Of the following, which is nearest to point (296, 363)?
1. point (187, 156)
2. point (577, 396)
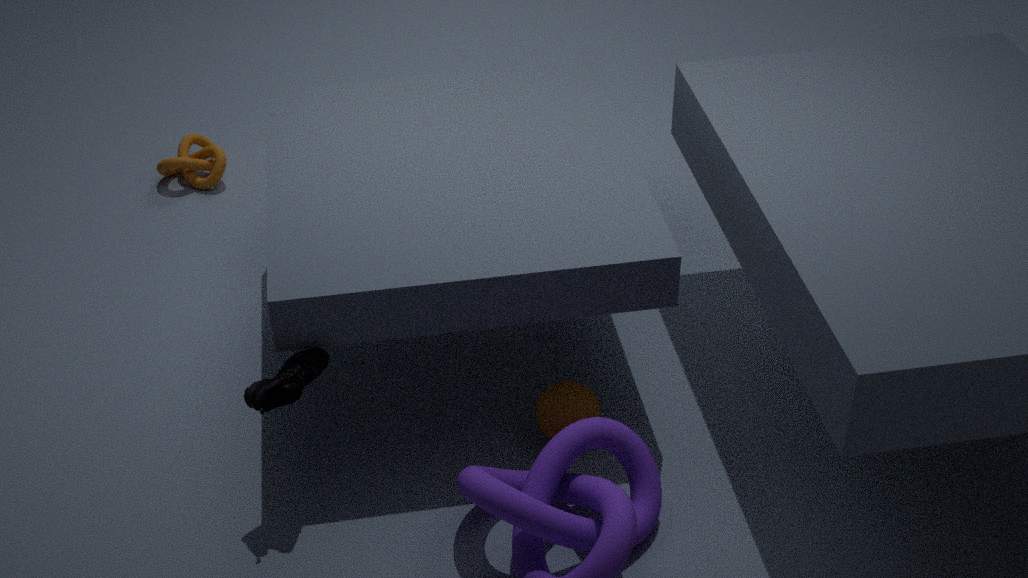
point (577, 396)
